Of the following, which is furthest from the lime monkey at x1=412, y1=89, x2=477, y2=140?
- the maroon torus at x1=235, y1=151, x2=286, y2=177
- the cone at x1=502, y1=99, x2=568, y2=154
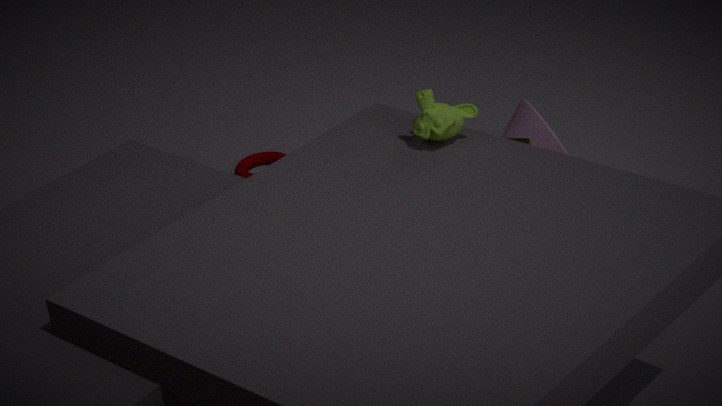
the maroon torus at x1=235, y1=151, x2=286, y2=177
